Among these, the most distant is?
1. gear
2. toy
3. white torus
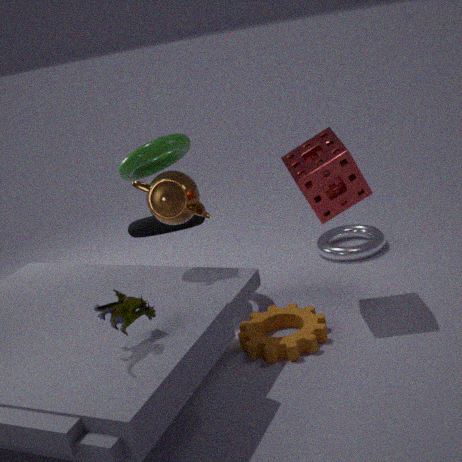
white torus
